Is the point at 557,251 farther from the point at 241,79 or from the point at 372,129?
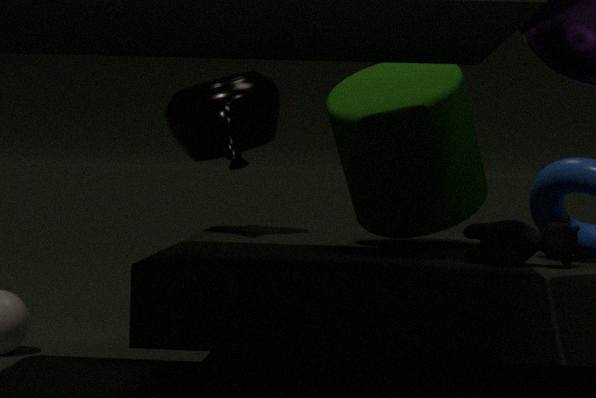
the point at 241,79
